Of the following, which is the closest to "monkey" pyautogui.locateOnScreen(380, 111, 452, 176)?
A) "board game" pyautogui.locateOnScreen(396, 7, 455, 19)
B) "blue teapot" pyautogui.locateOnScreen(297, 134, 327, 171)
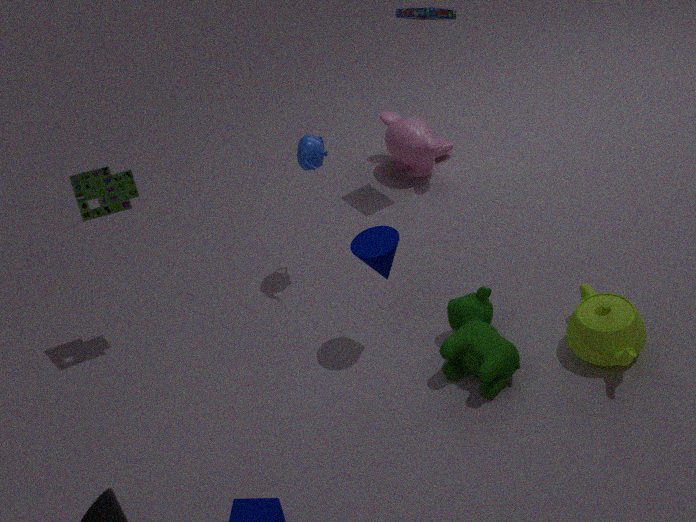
"board game" pyautogui.locateOnScreen(396, 7, 455, 19)
